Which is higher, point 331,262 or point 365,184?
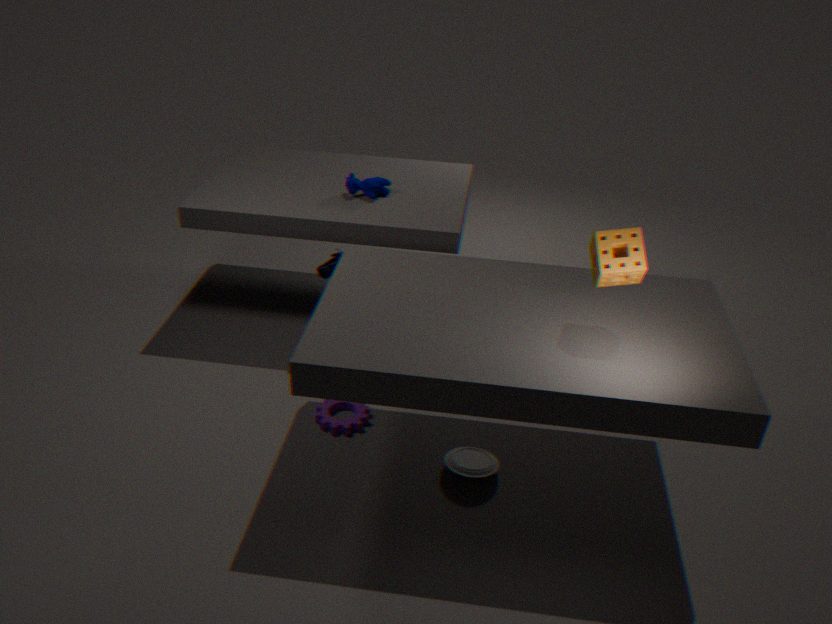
point 365,184
